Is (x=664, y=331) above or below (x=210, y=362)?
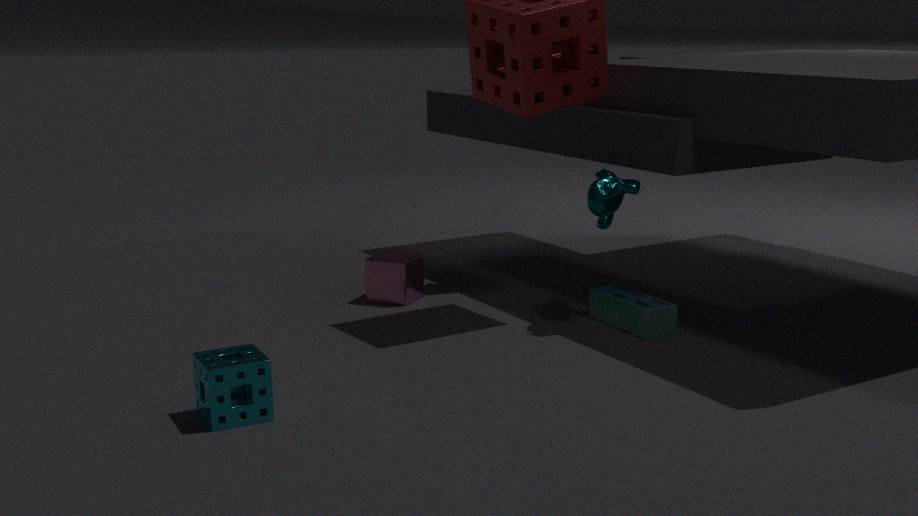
below
